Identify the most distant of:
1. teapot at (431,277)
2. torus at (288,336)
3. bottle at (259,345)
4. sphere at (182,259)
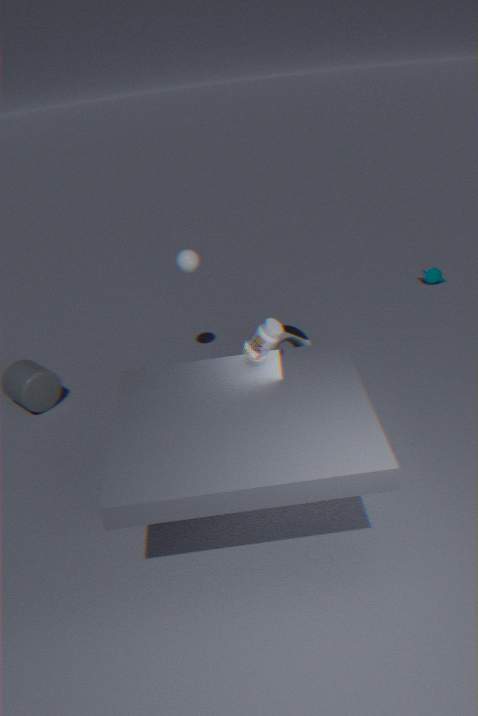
teapot at (431,277)
